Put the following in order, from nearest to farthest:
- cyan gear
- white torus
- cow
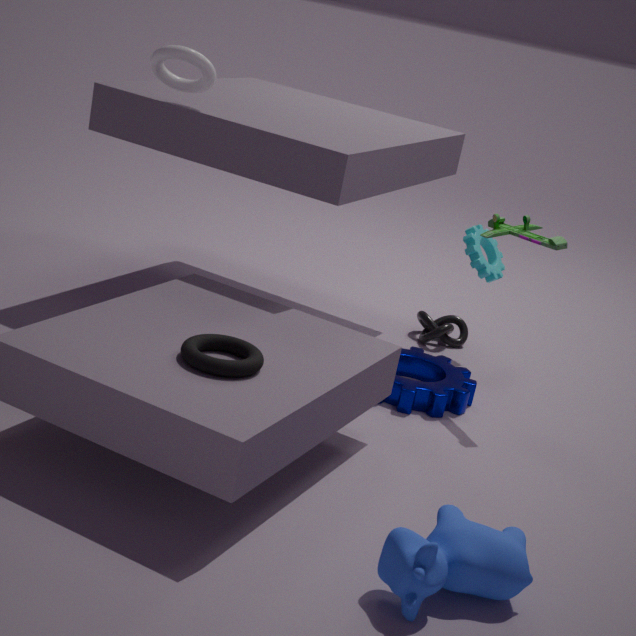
cow → white torus → cyan gear
